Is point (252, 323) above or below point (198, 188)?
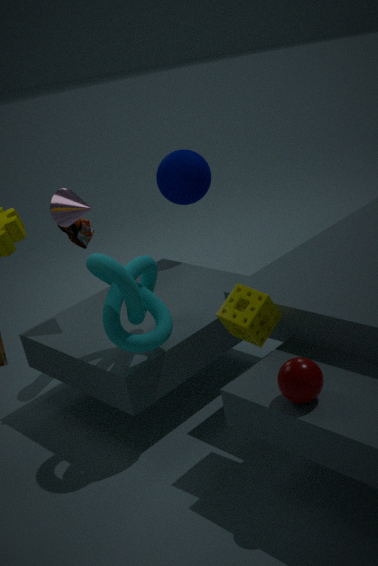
below
